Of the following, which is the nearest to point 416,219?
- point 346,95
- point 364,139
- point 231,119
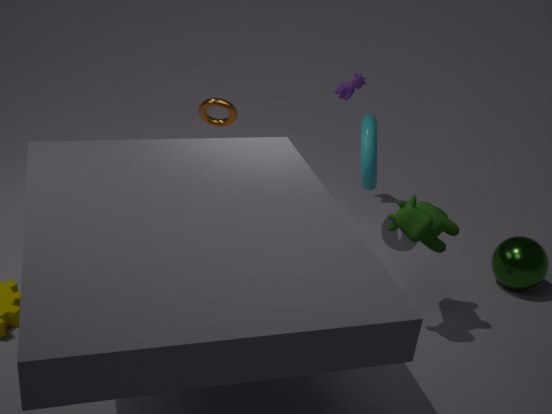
point 364,139
